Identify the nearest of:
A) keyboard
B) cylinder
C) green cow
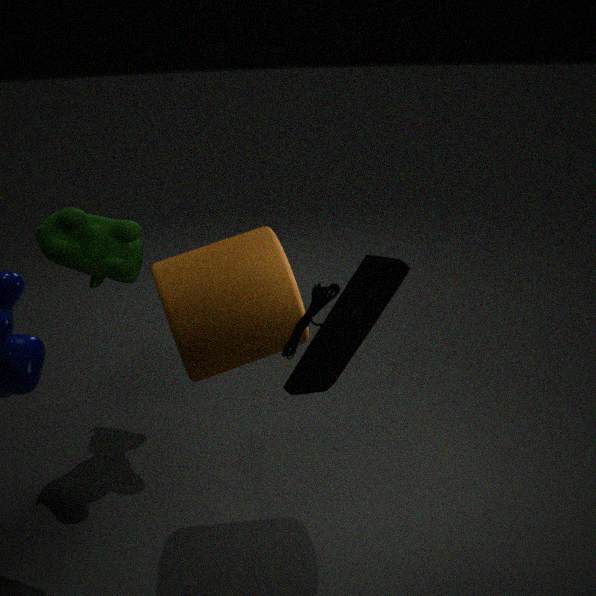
keyboard
